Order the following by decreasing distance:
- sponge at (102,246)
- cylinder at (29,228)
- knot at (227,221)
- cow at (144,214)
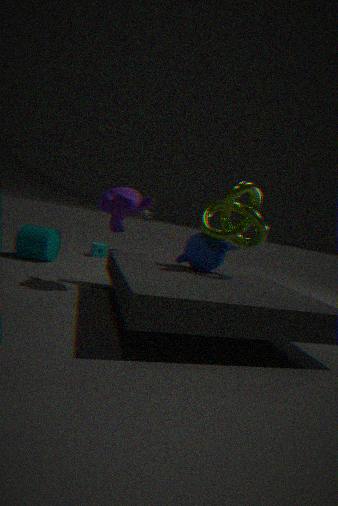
sponge at (102,246), cylinder at (29,228), cow at (144,214), knot at (227,221)
